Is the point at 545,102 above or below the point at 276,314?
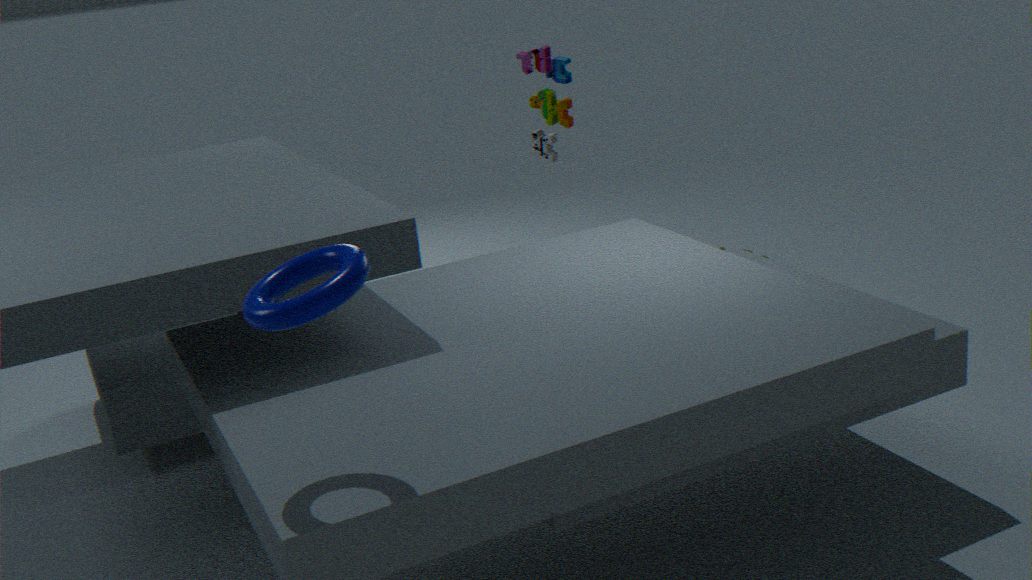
below
